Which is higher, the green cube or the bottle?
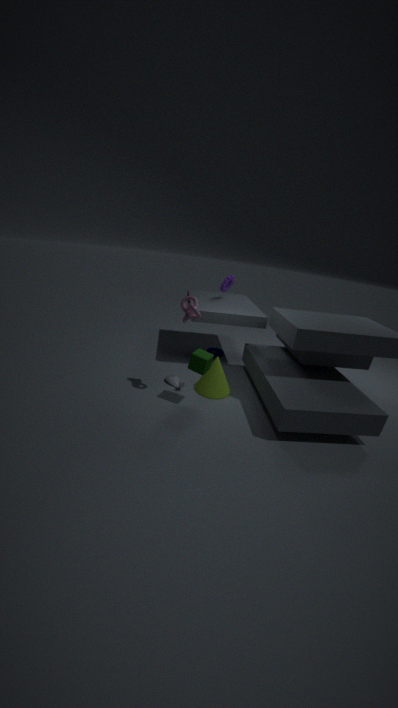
the green cube
